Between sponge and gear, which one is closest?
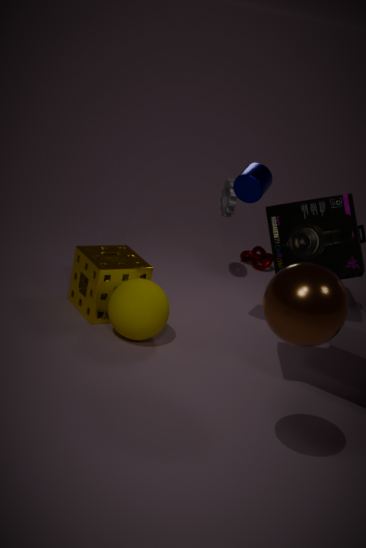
sponge
